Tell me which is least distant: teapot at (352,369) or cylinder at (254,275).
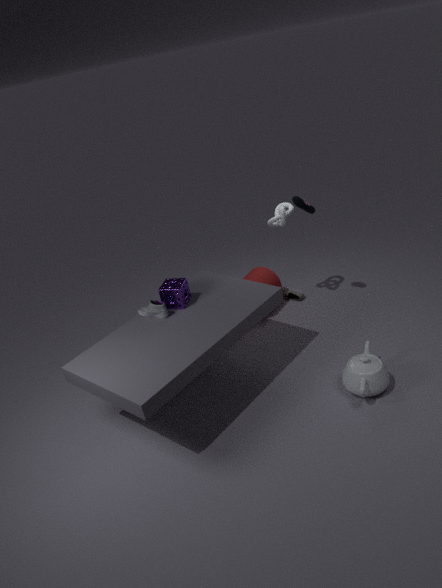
teapot at (352,369)
